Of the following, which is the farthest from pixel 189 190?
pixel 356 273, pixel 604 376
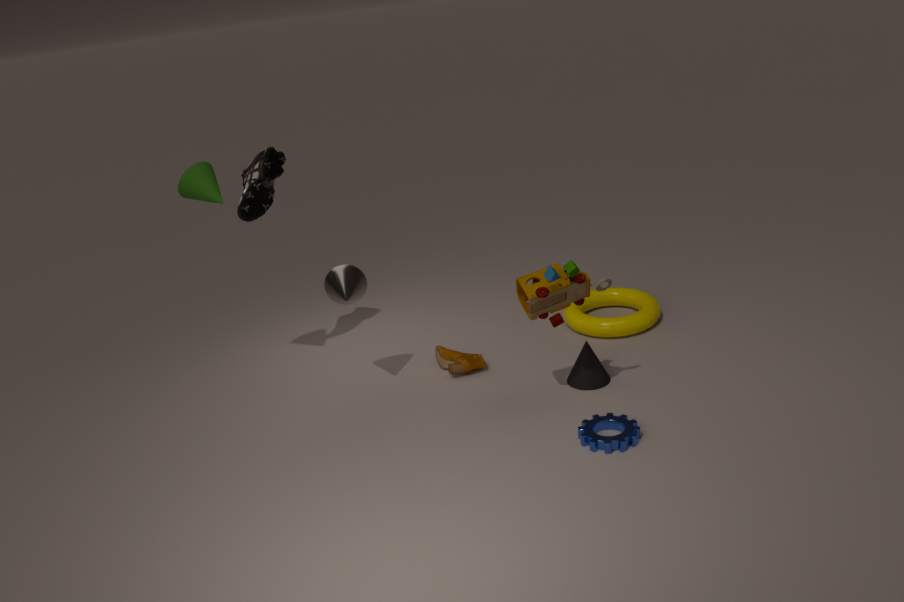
pixel 604 376
